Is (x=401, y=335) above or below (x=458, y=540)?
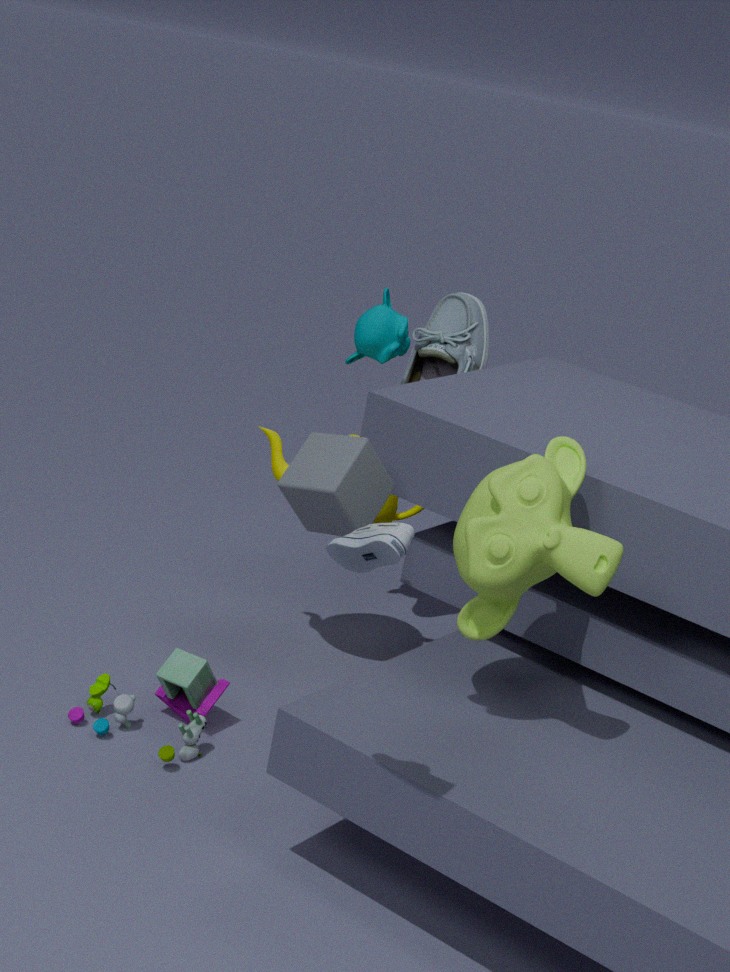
above
